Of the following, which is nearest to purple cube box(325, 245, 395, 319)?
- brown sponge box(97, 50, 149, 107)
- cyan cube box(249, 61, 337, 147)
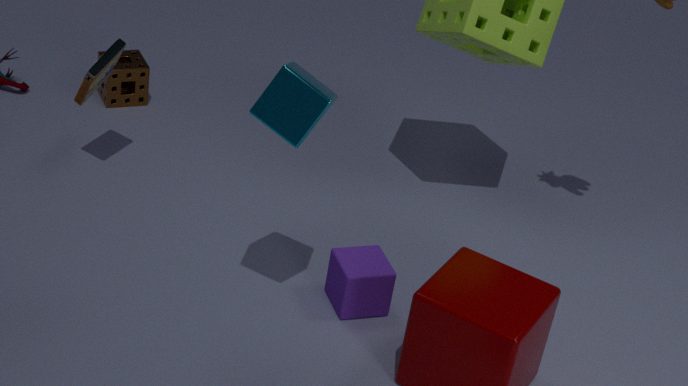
cyan cube box(249, 61, 337, 147)
